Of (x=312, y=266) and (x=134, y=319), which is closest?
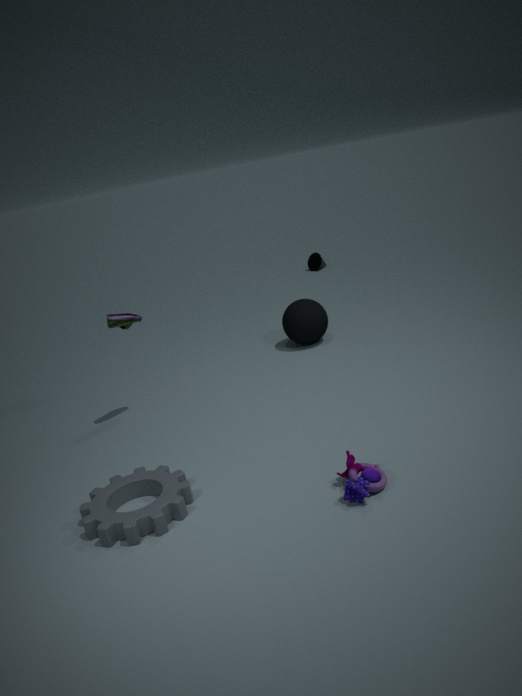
(x=134, y=319)
